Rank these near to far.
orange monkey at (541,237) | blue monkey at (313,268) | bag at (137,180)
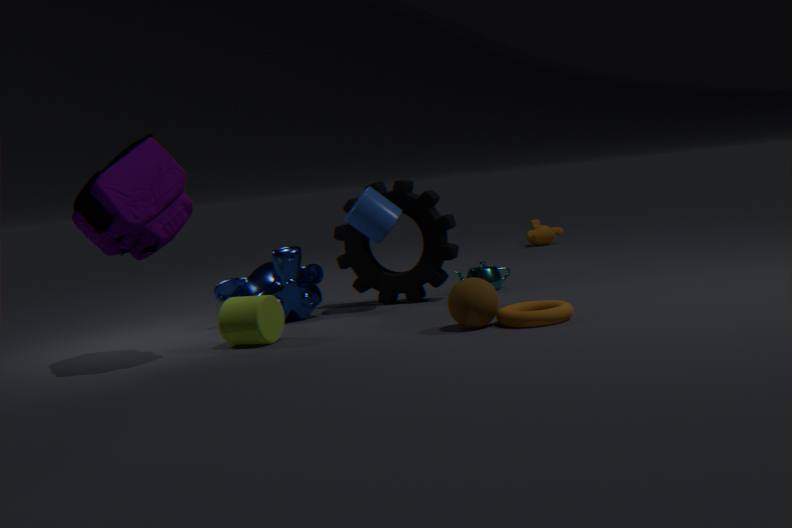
bag at (137,180) < blue monkey at (313,268) < orange monkey at (541,237)
